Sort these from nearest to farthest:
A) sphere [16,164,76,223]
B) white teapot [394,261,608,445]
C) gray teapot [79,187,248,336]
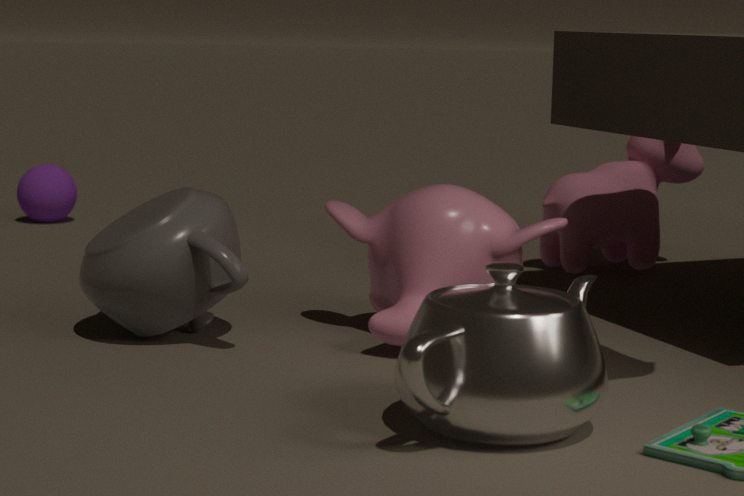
white teapot [394,261,608,445], gray teapot [79,187,248,336], sphere [16,164,76,223]
